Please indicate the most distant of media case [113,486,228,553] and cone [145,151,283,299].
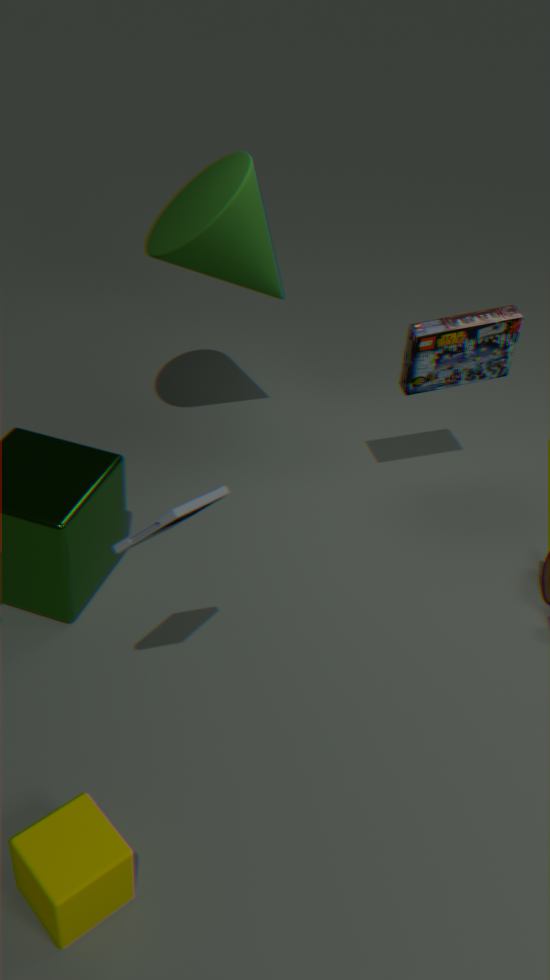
cone [145,151,283,299]
